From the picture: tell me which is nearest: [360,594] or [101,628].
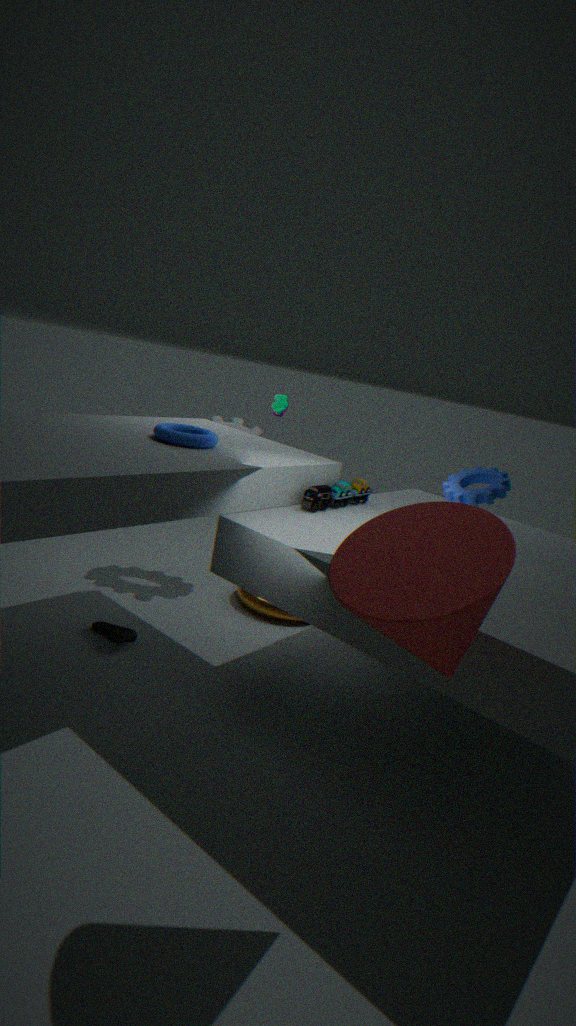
[360,594]
